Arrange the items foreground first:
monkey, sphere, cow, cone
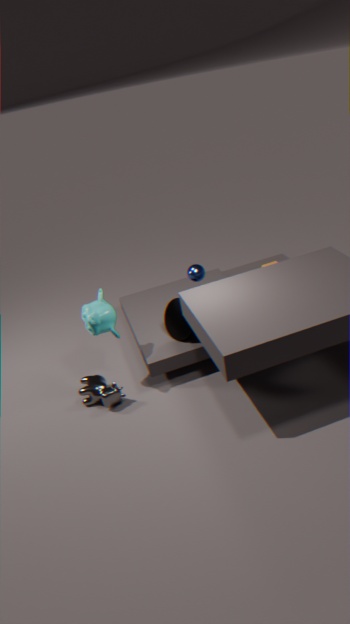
monkey < cow < sphere < cone
